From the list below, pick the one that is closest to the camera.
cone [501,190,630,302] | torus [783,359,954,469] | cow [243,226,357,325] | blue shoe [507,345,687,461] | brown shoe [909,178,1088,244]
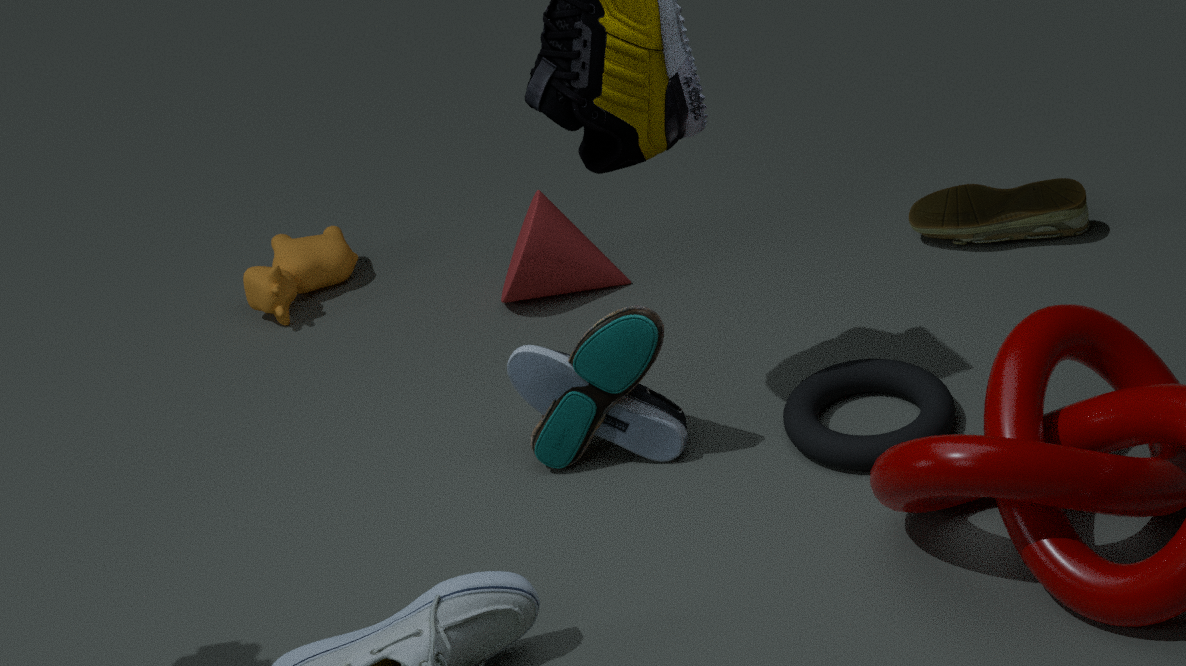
torus [783,359,954,469]
